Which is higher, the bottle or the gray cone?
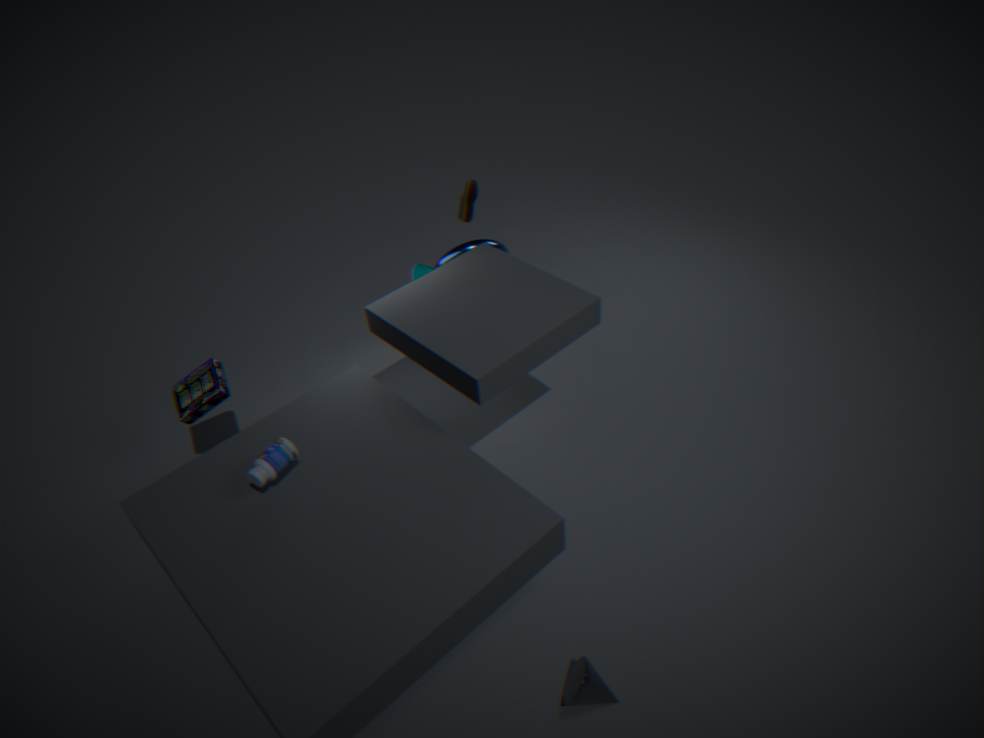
the bottle
